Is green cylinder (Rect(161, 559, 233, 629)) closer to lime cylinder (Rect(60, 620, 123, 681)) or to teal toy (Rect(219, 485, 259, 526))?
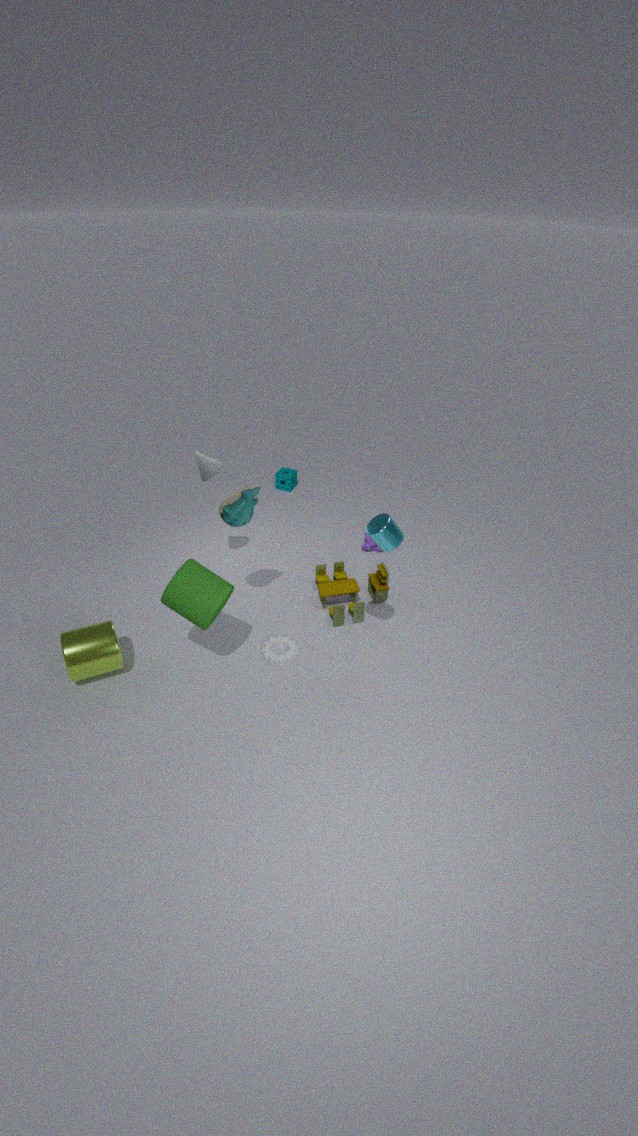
teal toy (Rect(219, 485, 259, 526))
